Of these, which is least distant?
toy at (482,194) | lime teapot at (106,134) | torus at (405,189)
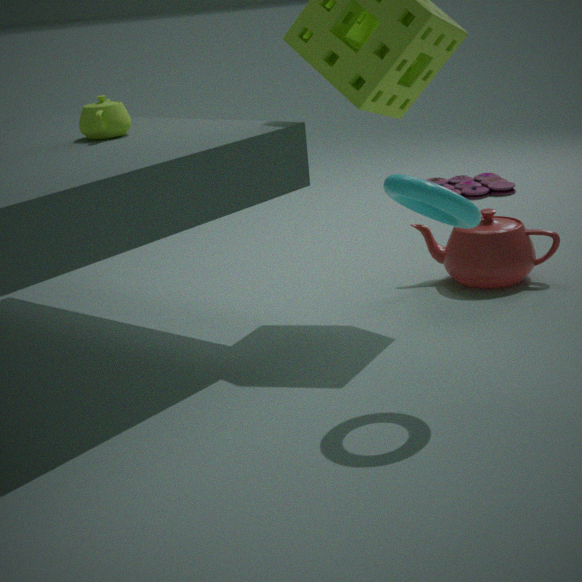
torus at (405,189)
